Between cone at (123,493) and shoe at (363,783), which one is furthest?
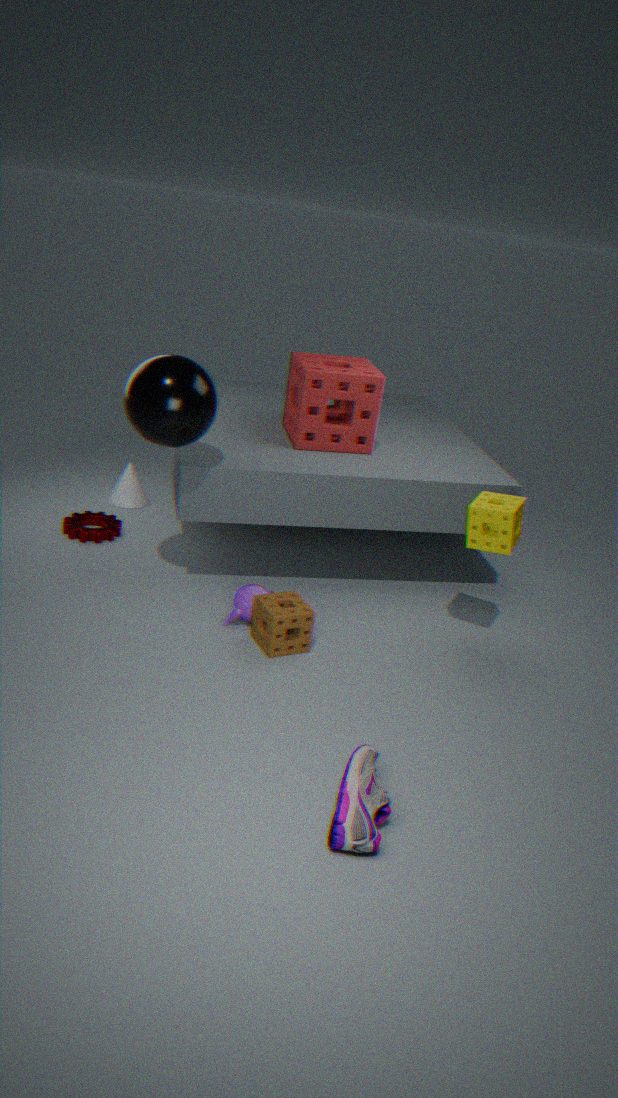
cone at (123,493)
